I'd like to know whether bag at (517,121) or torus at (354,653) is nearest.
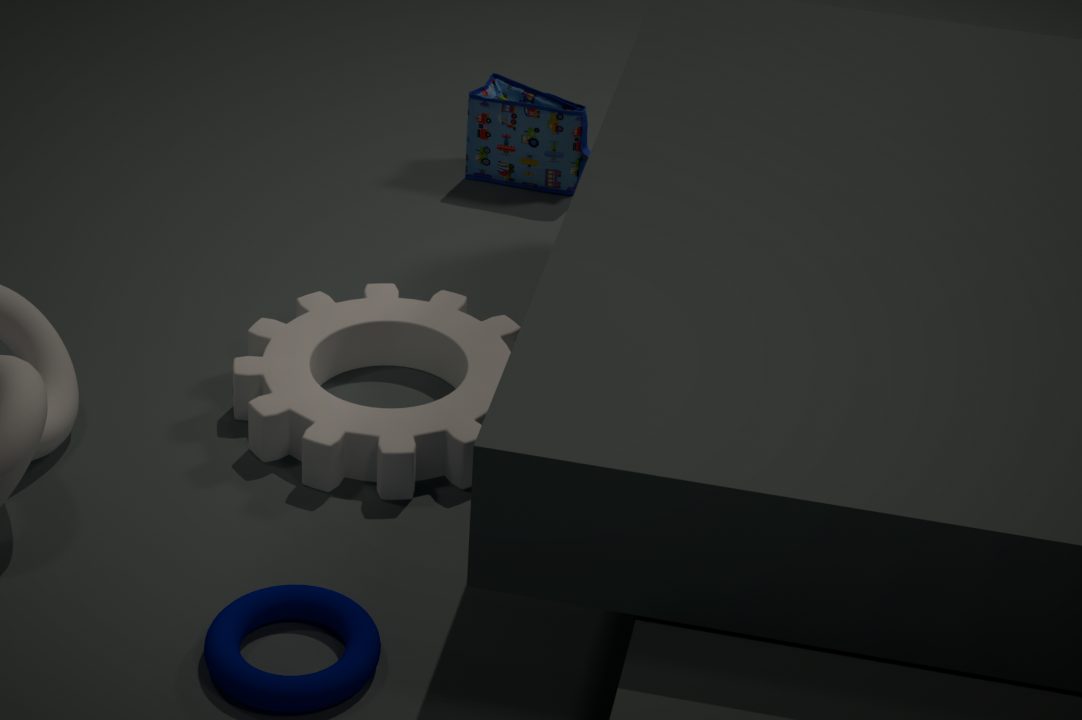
torus at (354,653)
